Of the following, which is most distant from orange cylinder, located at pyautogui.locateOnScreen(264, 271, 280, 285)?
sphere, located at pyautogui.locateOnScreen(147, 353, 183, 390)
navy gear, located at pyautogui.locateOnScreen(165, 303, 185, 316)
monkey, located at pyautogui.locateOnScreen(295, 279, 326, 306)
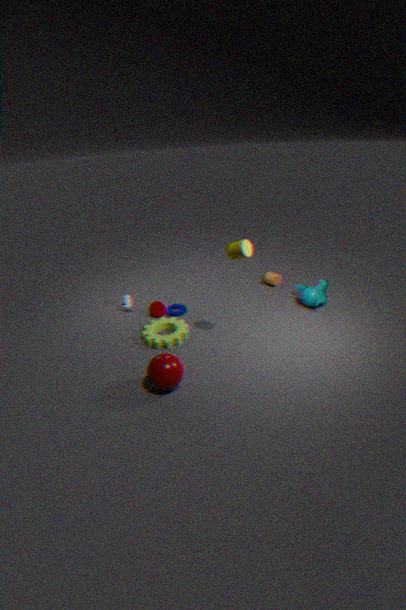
sphere, located at pyautogui.locateOnScreen(147, 353, 183, 390)
